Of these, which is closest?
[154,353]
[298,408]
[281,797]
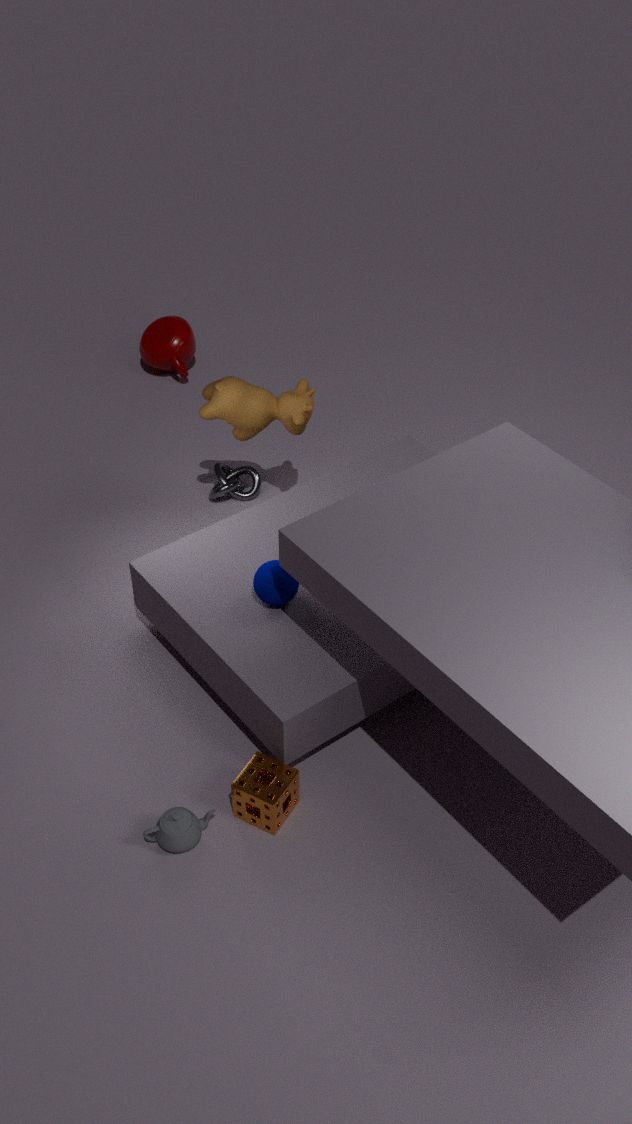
[281,797]
